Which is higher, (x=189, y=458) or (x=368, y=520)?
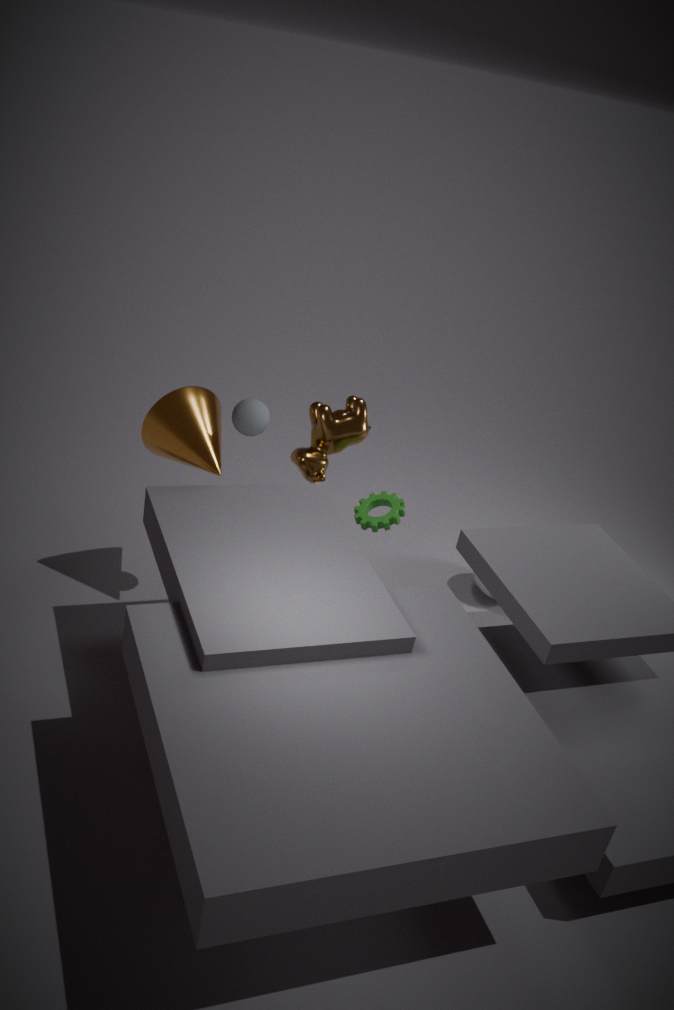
(x=189, y=458)
